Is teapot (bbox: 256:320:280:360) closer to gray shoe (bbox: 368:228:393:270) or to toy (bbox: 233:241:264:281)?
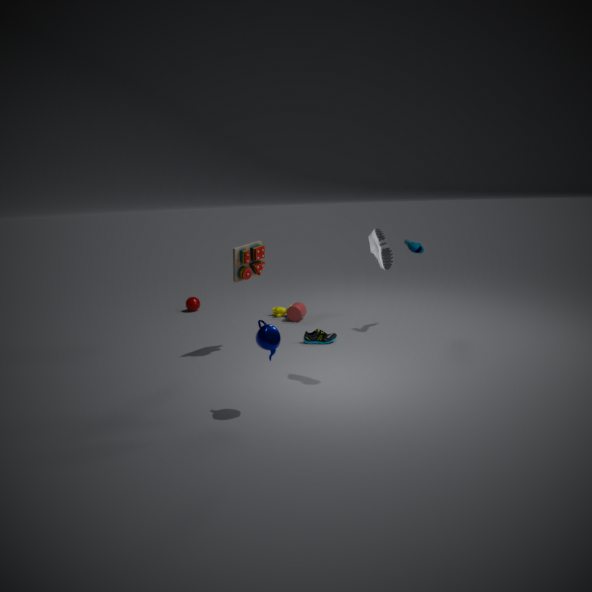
gray shoe (bbox: 368:228:393:270)
